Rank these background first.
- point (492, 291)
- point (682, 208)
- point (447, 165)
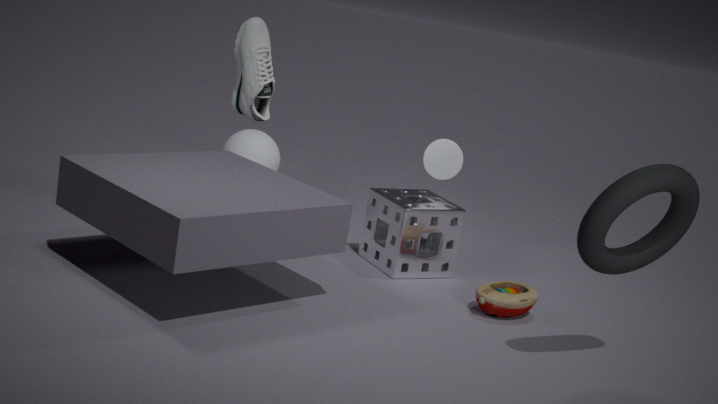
1. point (447, 165)
2. point (492, 291)
3. point (682, 208)
